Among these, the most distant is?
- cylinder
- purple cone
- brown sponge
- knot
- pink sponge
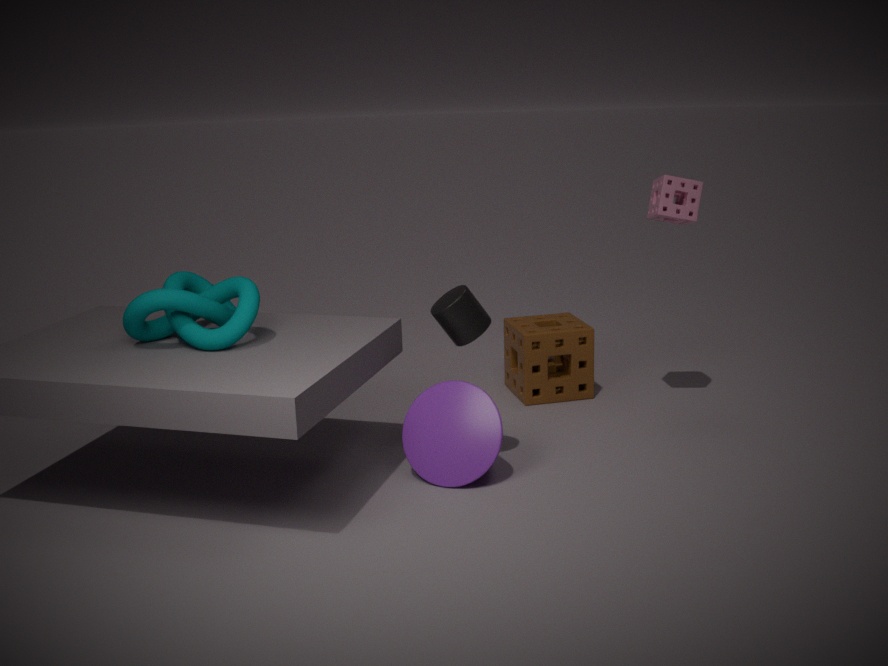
brown sponge
